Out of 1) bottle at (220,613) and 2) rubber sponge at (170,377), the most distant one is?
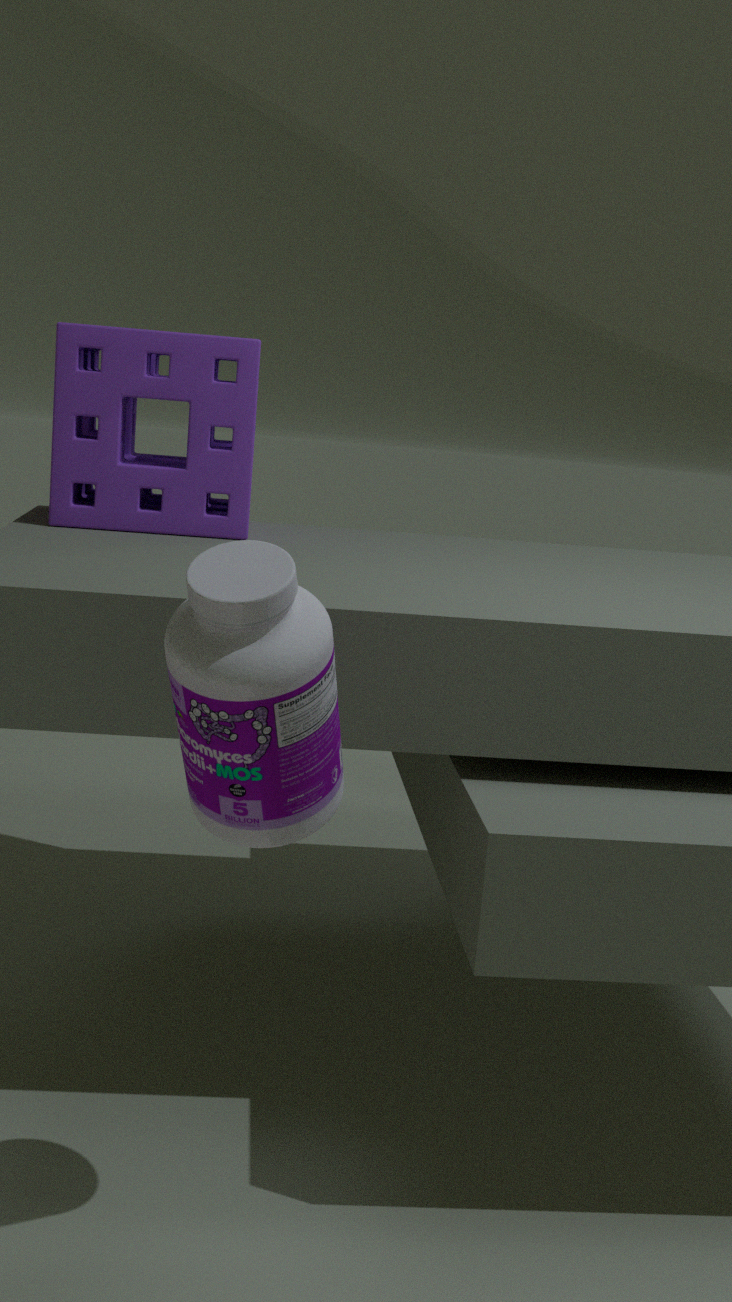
2. rubber sponge at (170,377)
